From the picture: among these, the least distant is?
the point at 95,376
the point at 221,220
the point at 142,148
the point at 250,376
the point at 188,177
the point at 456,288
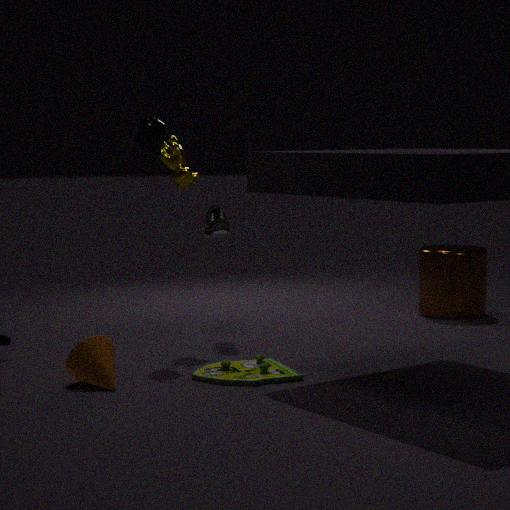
the point at 95,376
